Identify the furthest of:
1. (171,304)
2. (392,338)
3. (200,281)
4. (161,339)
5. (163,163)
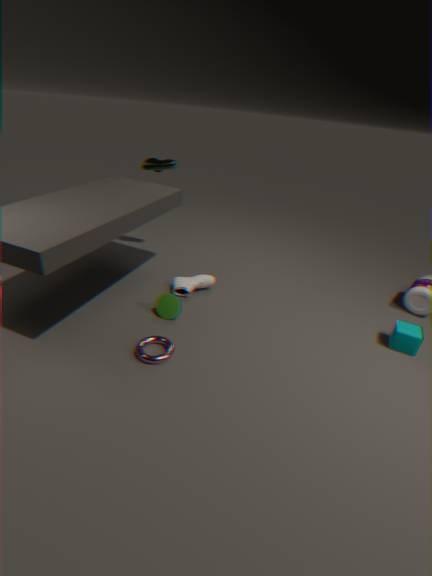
(163,163)
